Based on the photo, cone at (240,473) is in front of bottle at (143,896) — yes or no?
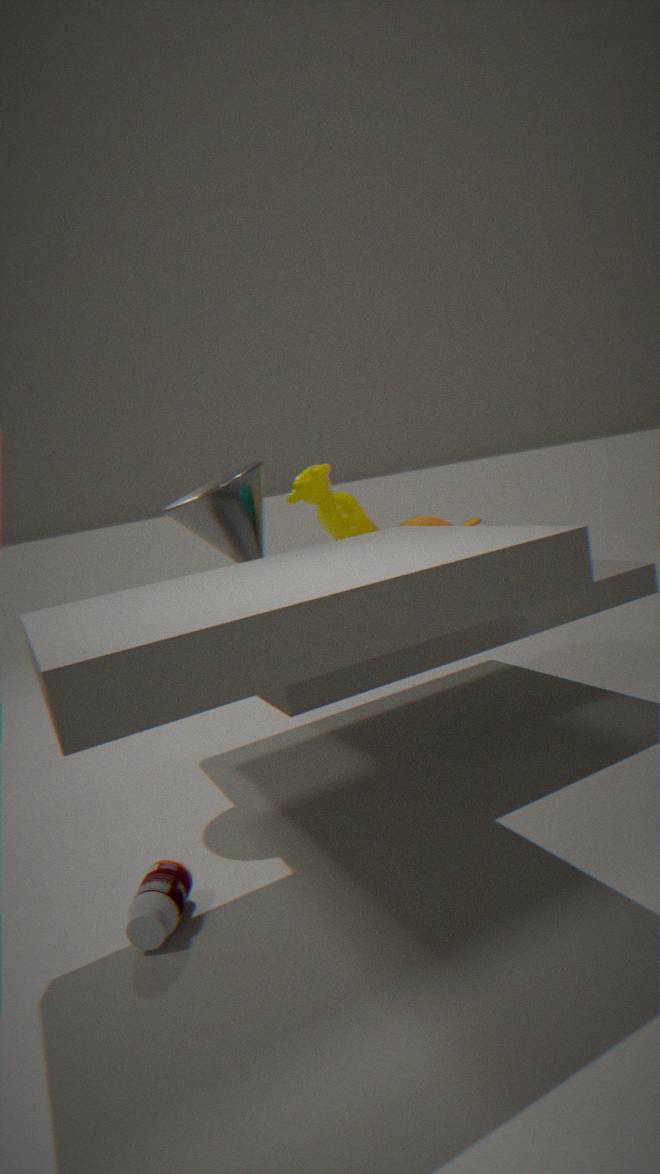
No
